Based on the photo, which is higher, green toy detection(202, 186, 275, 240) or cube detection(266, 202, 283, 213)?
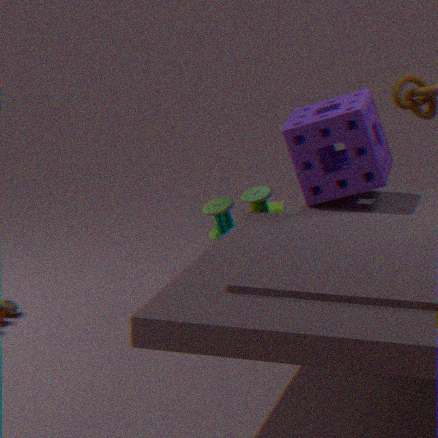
green toy detection(202, 186, 275, 240)
